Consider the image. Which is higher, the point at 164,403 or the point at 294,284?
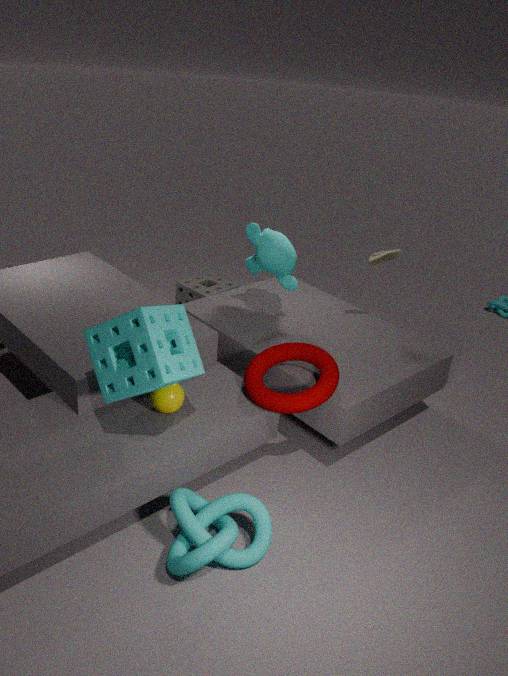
the point at 294,284
